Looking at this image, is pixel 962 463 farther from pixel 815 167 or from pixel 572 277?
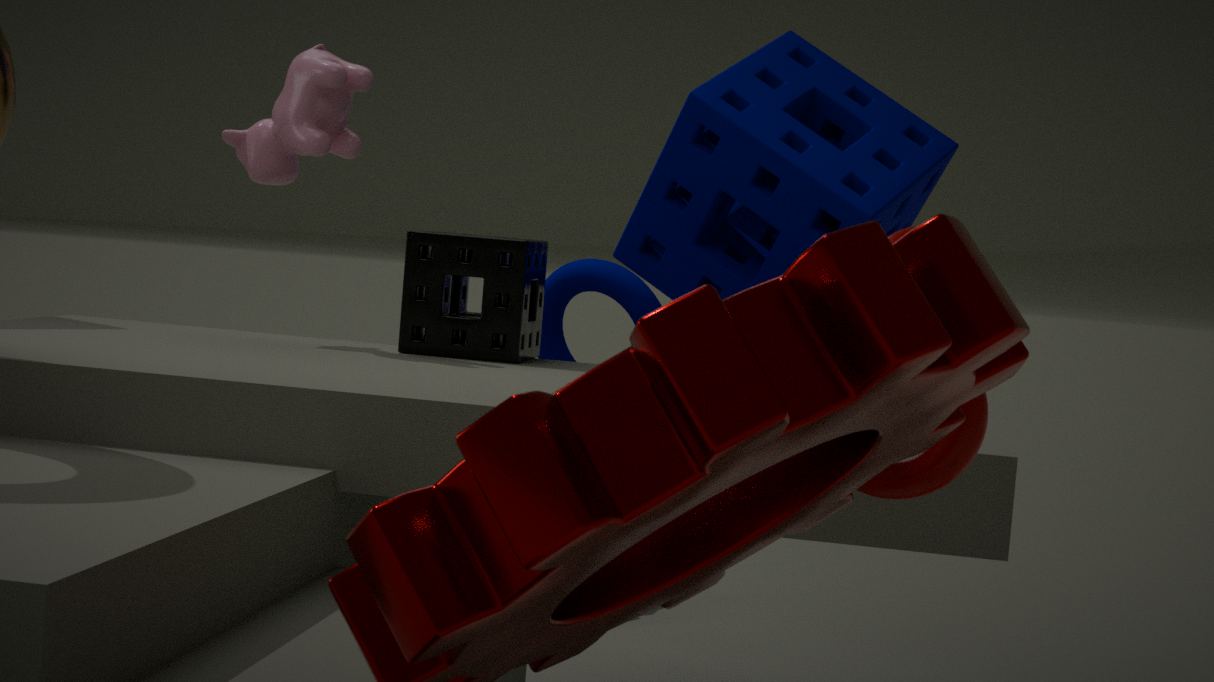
pixel 815 167
